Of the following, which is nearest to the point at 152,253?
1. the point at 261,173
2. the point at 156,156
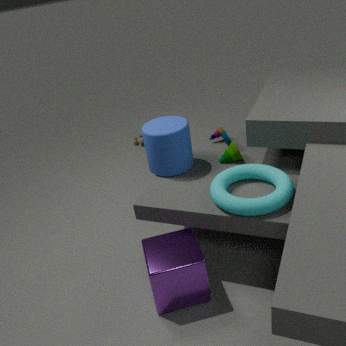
the point at 261,173
